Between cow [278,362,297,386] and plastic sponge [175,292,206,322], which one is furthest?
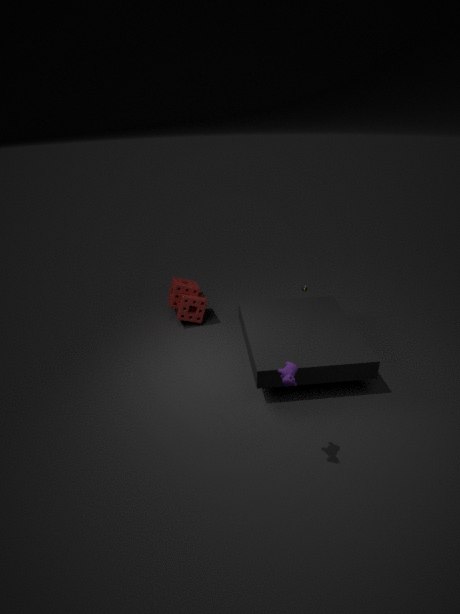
plastic sponge [175,292,206,322]
